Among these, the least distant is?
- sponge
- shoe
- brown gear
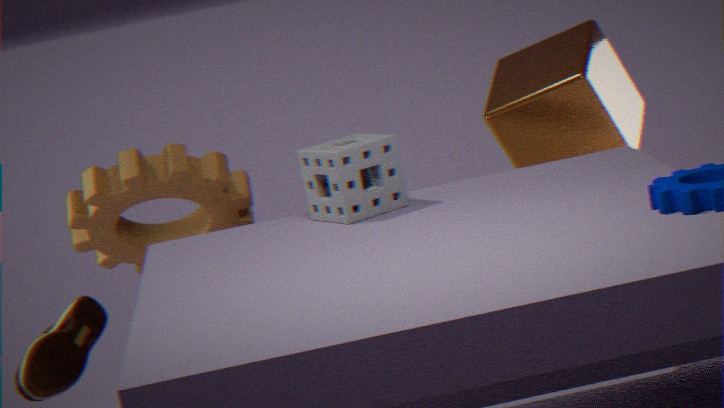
sponge
